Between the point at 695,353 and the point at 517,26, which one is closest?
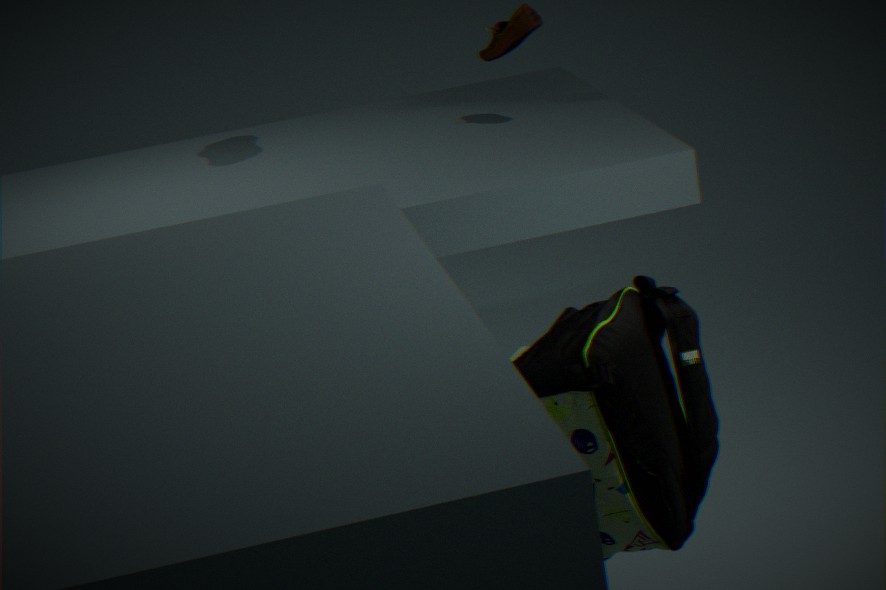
the point at 695,353
